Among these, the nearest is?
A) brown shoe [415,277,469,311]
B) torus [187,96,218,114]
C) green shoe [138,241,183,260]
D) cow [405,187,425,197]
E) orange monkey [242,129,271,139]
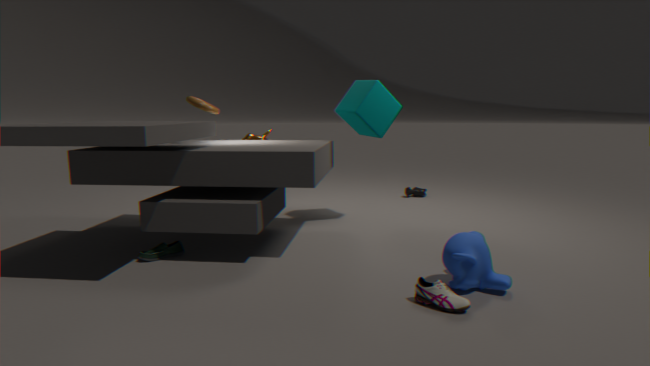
brown shoe [415,277,469,311]
